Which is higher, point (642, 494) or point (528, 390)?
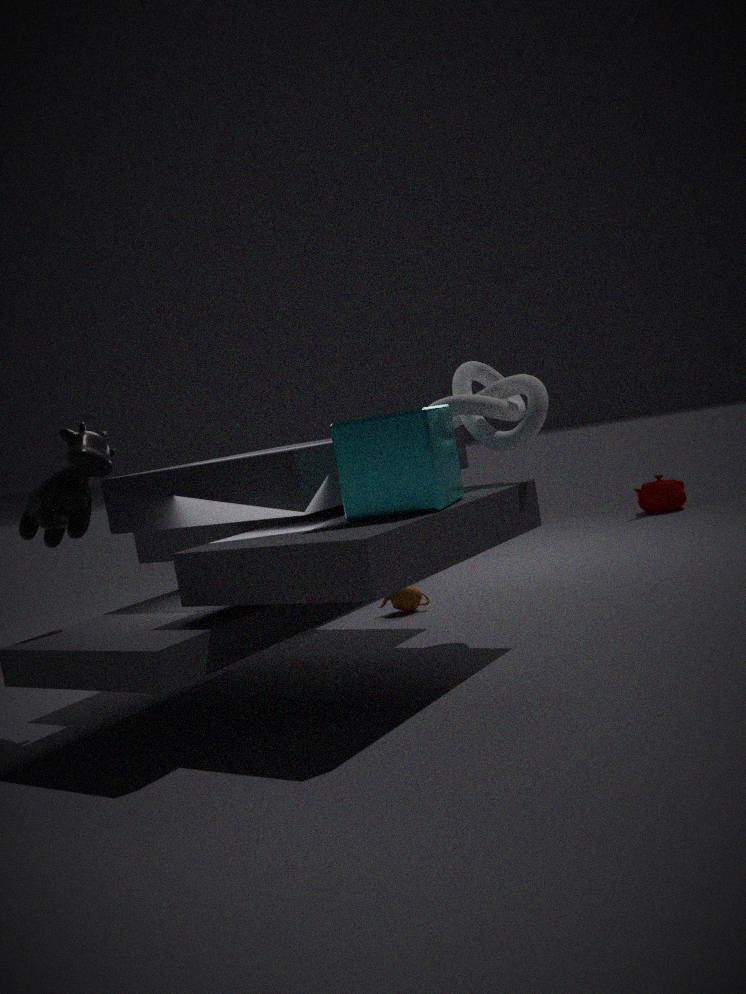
point (528, 390)
